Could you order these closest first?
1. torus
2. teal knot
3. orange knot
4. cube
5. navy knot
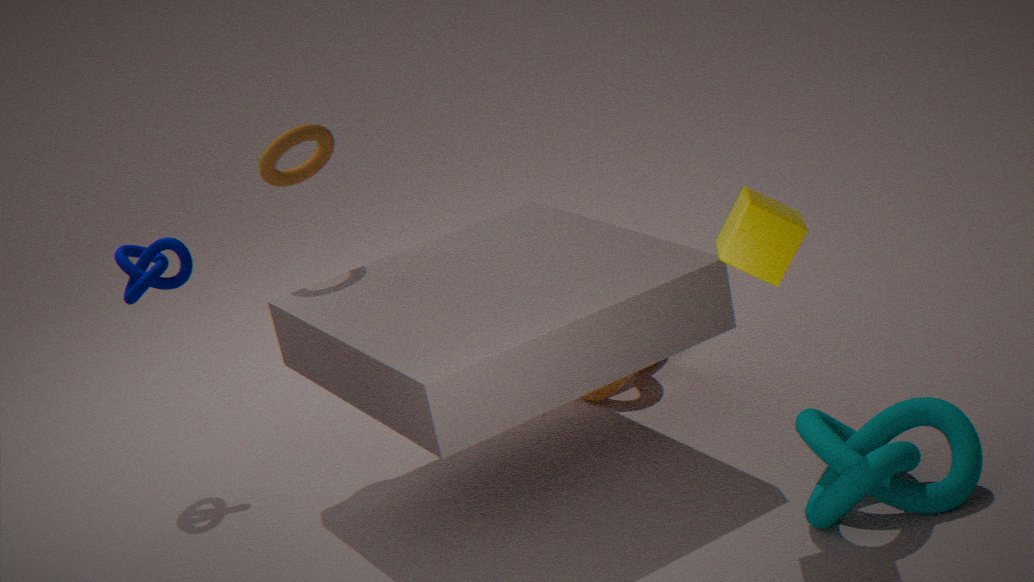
cube
teal knot
torus
navy knot
orange knot
